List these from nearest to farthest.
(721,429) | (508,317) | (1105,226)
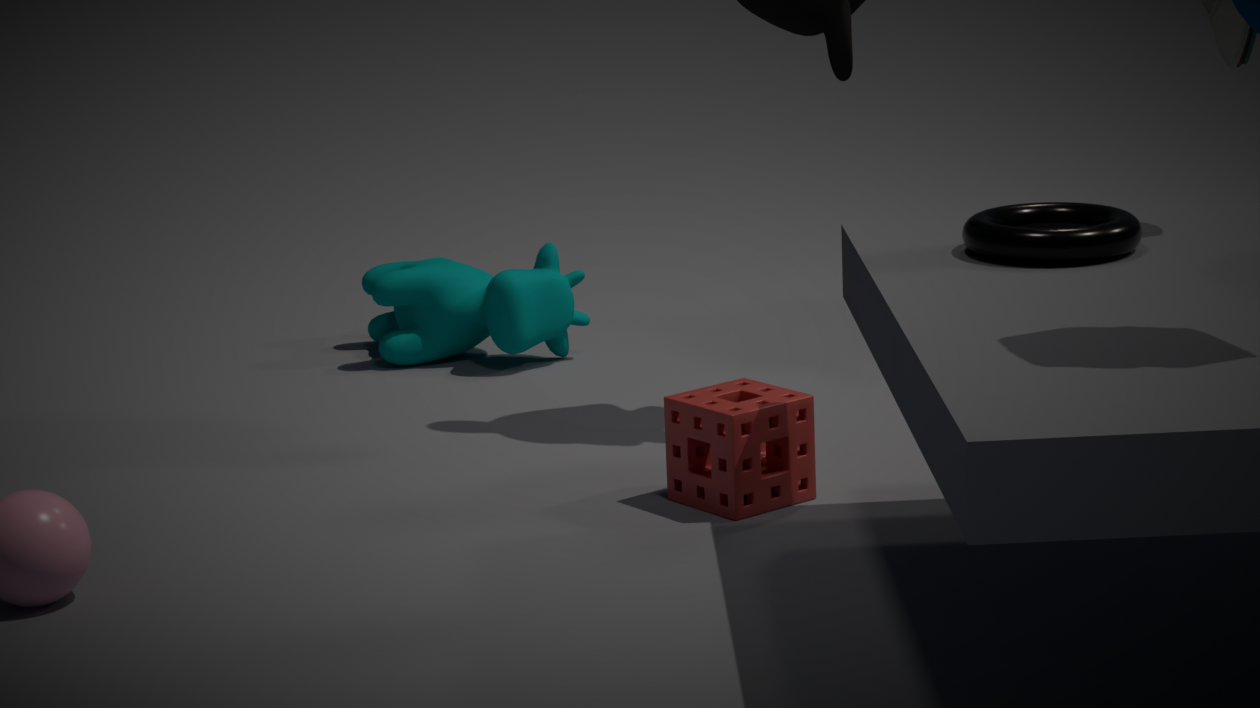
(1105,226)
(721,429)
(508,317)
